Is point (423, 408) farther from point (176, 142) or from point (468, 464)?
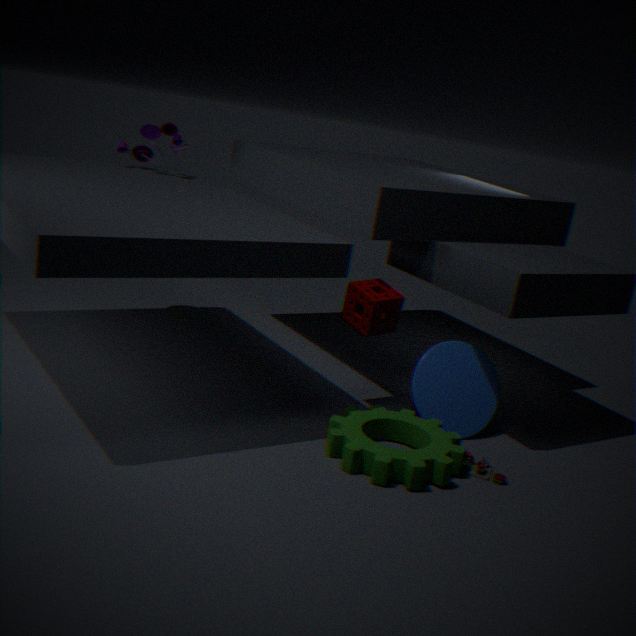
point (176, 142)
